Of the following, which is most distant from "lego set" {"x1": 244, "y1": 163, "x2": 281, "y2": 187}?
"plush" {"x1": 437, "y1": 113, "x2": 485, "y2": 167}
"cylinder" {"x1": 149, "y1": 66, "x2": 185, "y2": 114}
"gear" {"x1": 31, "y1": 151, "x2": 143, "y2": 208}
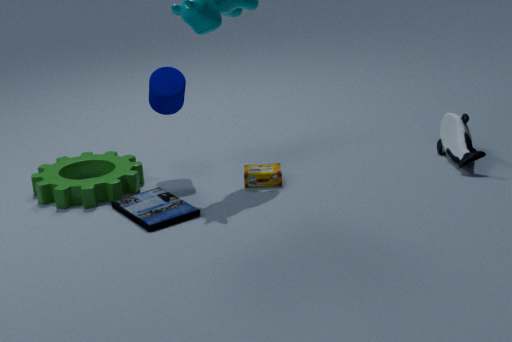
"plush" {"x1": 437, "y1": 113, "x2": 485, "y2": 167}
